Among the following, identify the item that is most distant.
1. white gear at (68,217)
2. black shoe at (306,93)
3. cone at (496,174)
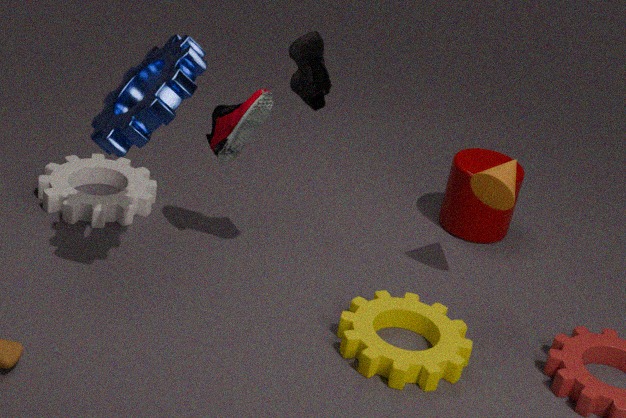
white gear at (68,217)
